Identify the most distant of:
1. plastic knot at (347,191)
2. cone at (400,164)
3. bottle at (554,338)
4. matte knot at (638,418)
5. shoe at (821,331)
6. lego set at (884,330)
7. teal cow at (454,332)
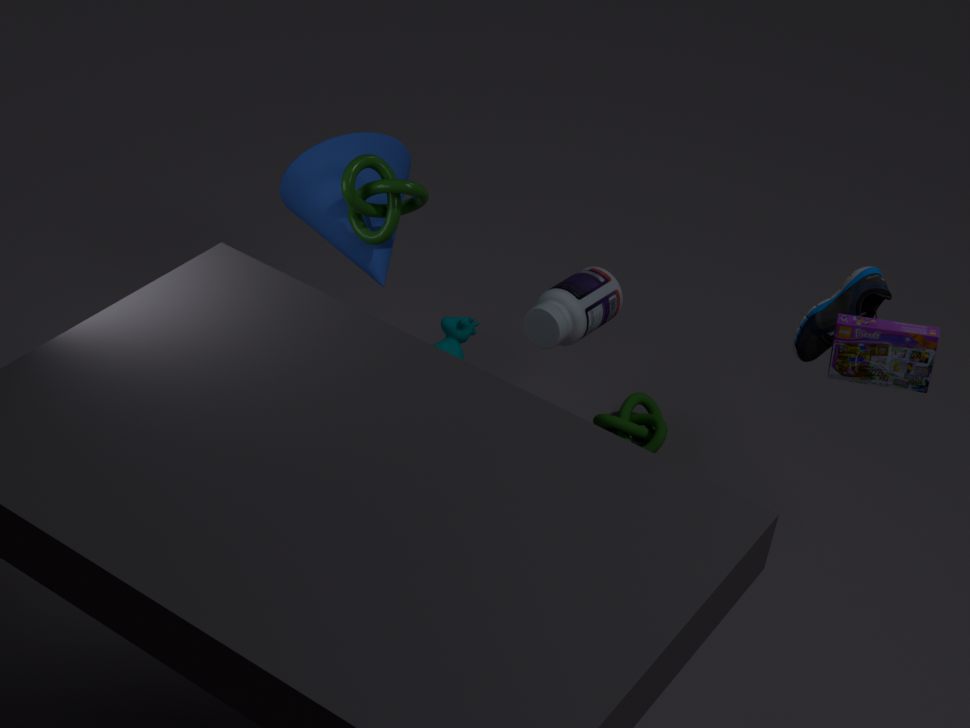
matte knot at (638,418)
